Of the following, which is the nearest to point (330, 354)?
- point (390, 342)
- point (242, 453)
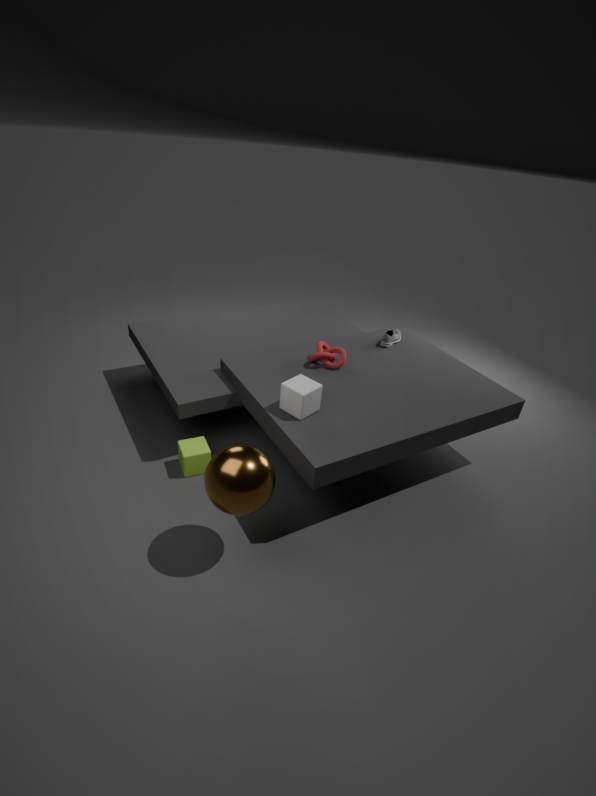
point (390, 342)
